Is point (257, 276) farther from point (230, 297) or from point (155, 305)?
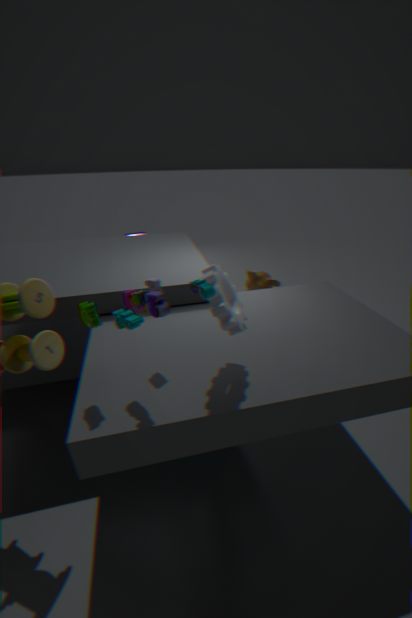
point (155, 305)
